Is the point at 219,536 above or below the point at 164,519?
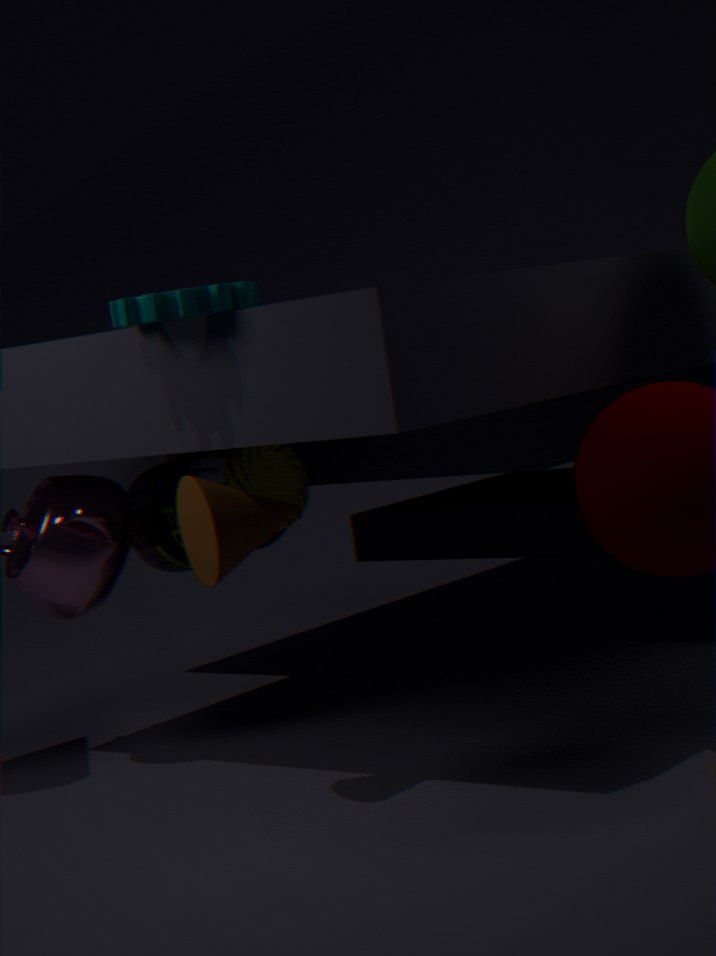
above
